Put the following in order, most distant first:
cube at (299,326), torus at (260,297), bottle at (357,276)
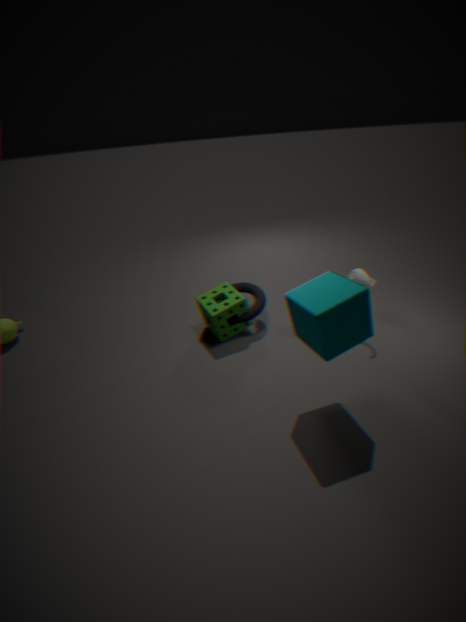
torus at (260,297), bottle at (357,276), cube at (299,326)
